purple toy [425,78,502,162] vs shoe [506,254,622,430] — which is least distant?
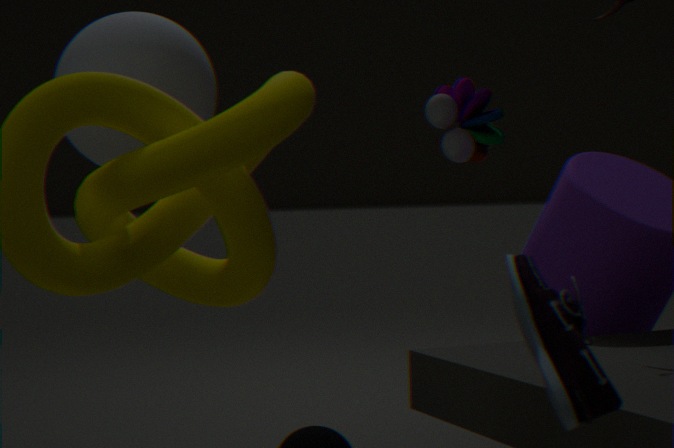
shoe [506,254,622,430]
